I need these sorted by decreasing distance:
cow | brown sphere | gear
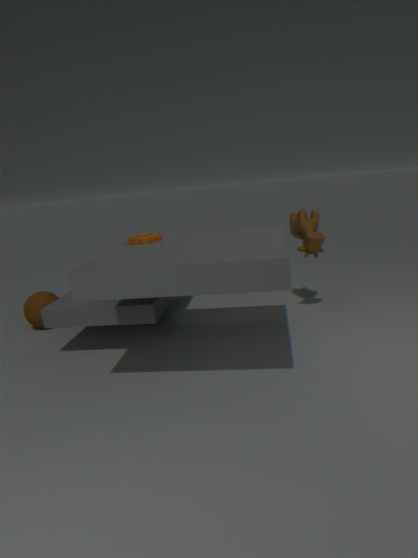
brown sphere, cow, gear
